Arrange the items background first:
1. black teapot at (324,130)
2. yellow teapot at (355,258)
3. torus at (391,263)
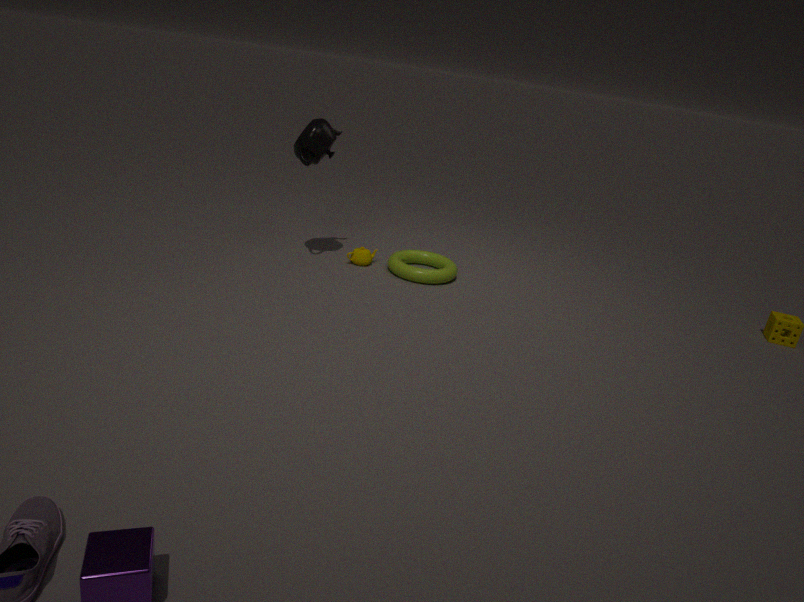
yellow teapot at (355,258)
torus at (391,263)
black teapot at (324,130)
